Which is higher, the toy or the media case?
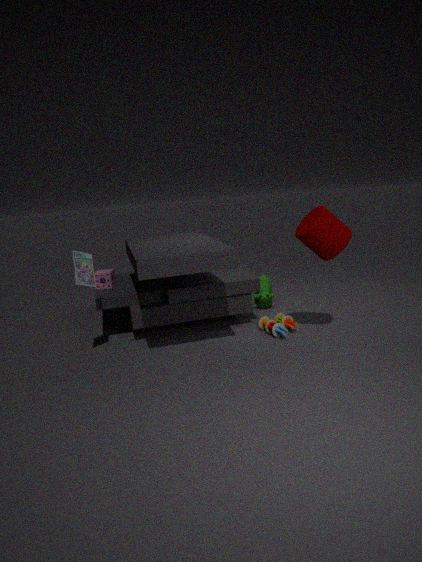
the media case
